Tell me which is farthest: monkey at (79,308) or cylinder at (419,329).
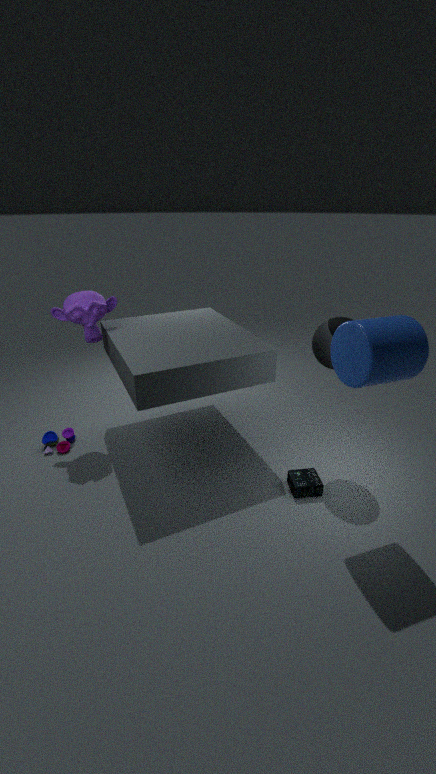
monkey at (79,308)
